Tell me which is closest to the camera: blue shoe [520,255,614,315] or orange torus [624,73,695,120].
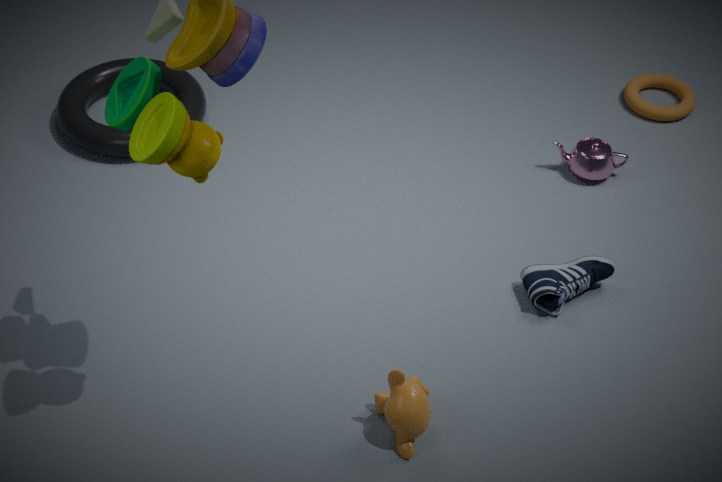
blue shoe [520,255,614,315]
